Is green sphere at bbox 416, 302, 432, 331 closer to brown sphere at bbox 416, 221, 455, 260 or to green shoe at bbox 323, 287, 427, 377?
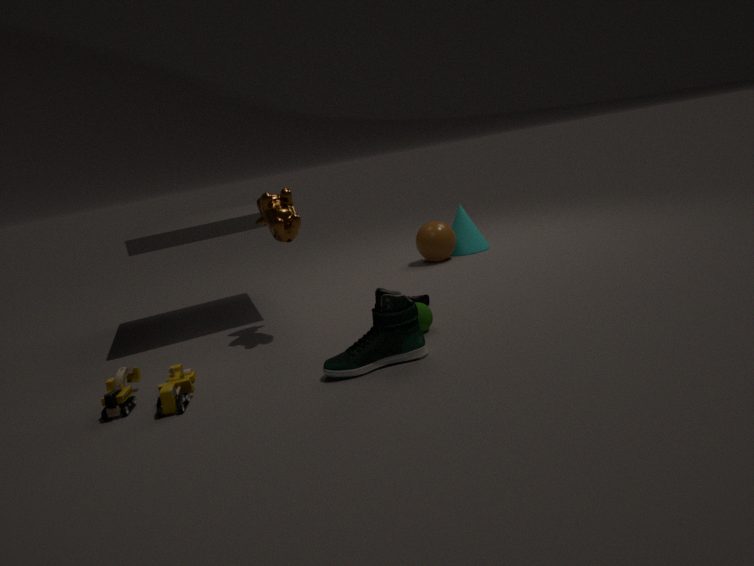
green shoe at bbox 323, 287, 427, 377
